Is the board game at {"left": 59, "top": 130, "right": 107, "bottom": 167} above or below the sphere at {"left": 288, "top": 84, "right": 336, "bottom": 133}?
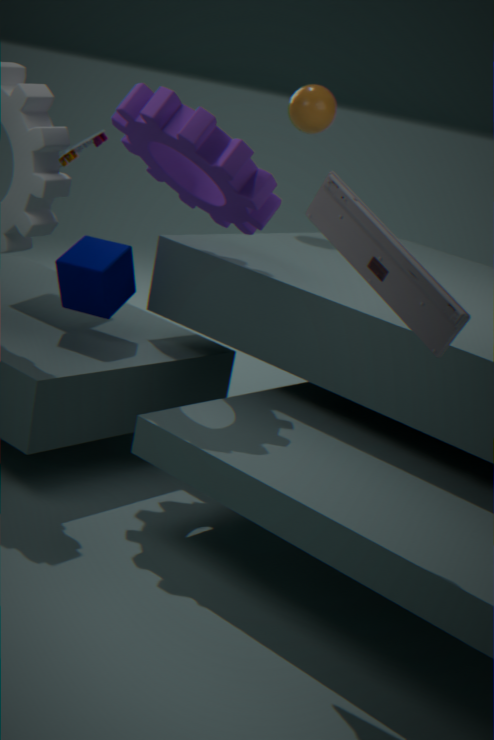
below
